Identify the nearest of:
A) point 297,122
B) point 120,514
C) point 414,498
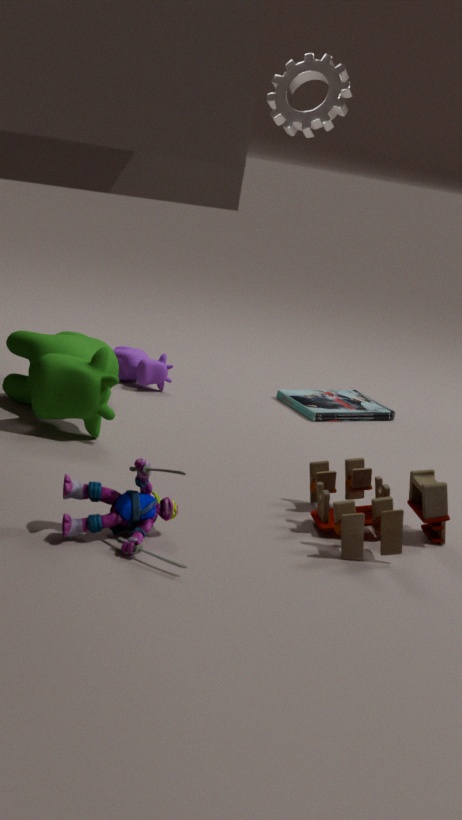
point 120,514
